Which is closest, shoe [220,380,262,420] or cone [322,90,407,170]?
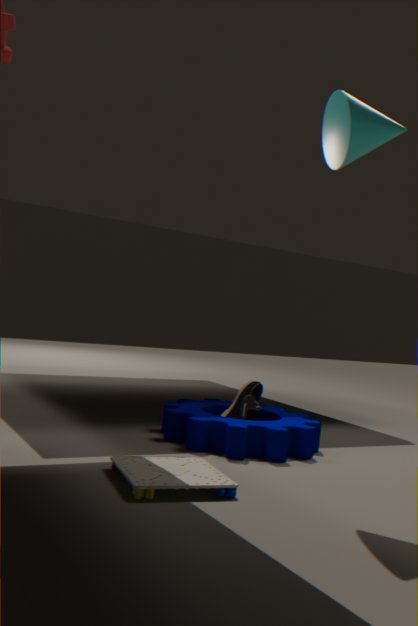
cone [322,90,407,170]
